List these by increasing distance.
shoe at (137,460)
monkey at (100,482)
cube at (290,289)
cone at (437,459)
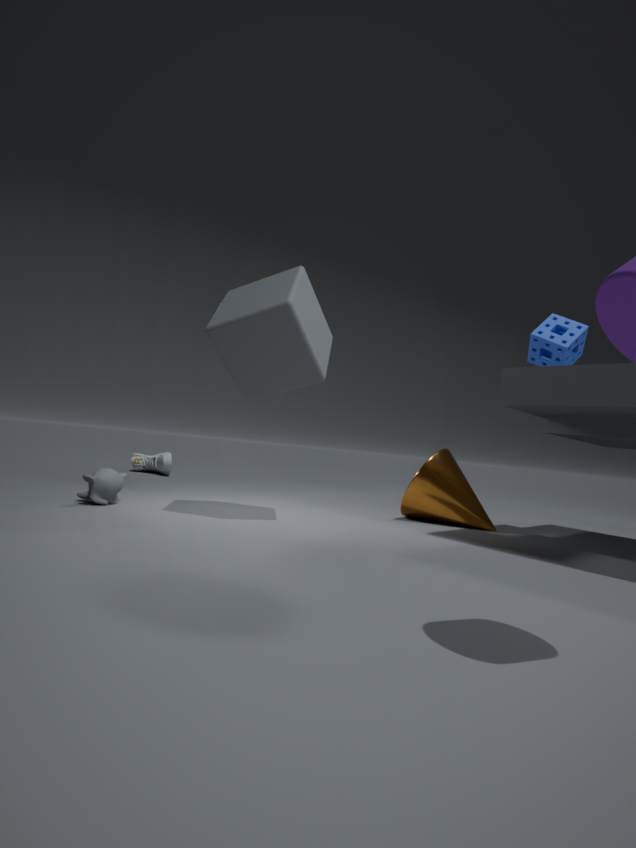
cube at (290,289), monkey at (100,482), cone at (437,459), shoe at (137,460)
